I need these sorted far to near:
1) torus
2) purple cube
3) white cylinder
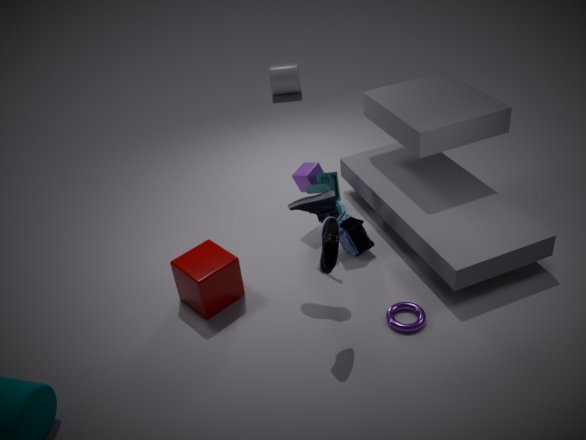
1. 3. white cylinder
2. 2. purple cube
3. 1. torus
